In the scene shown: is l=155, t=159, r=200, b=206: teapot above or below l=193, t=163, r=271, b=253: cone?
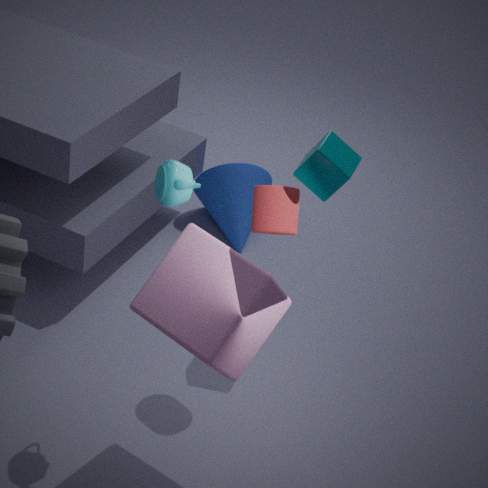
above
